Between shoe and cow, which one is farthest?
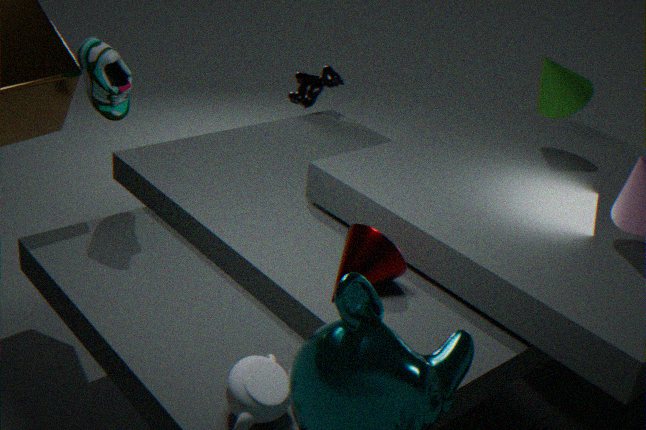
cow
